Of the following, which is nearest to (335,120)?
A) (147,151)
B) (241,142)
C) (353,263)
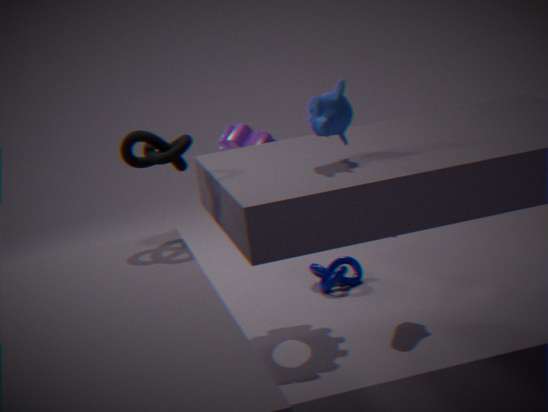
(147,151)
